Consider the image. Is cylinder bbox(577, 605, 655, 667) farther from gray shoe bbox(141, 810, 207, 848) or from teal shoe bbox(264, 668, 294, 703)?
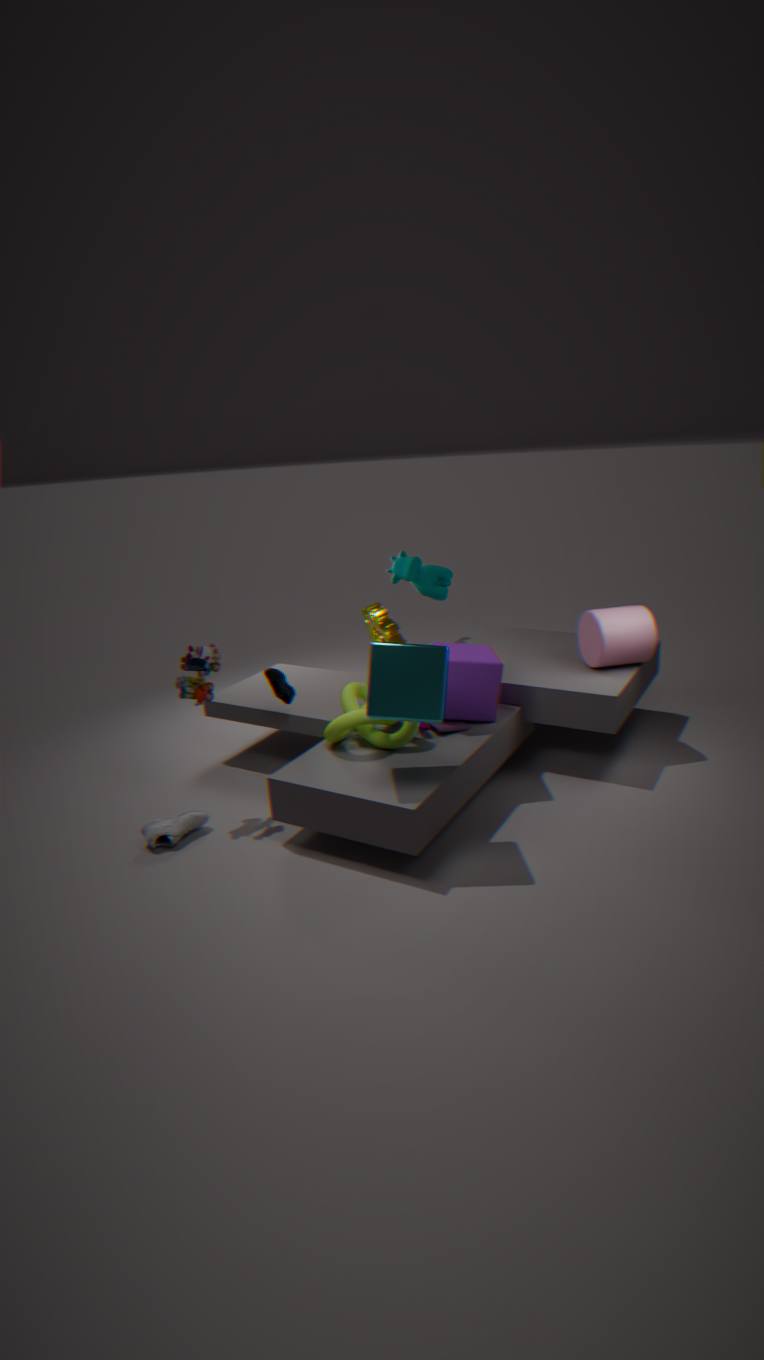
gray shoe bbox(141, 810, 207, 848)
